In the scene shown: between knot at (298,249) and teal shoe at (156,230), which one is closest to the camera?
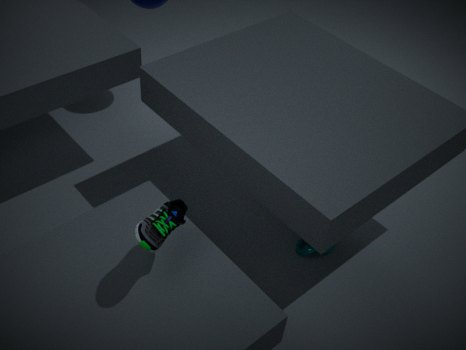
teal shoe at (156,230)
